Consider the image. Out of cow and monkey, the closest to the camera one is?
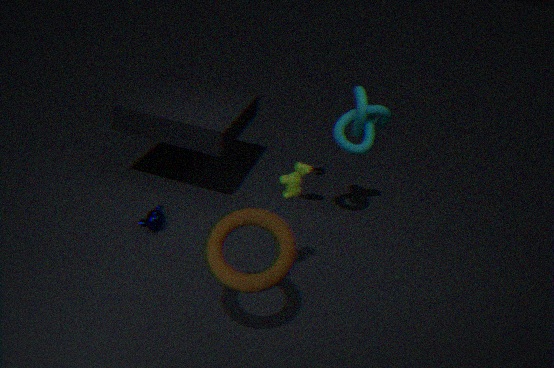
cow
